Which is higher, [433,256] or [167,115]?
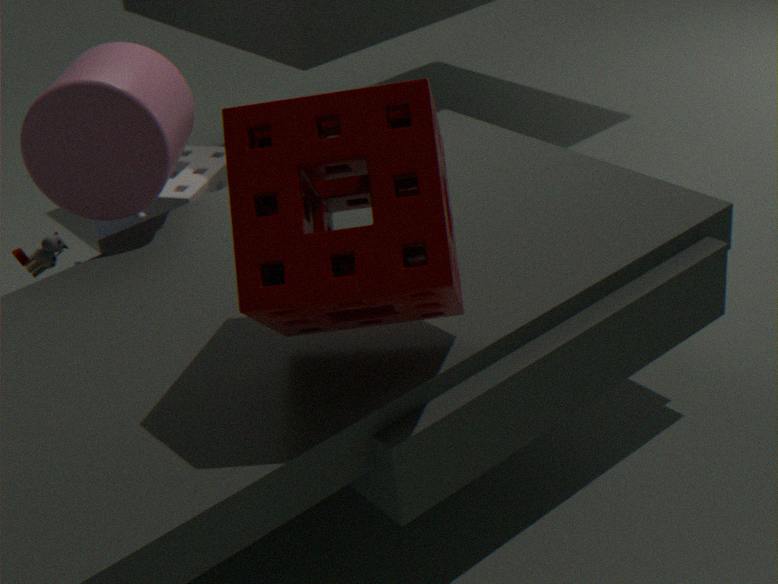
[433,256]
